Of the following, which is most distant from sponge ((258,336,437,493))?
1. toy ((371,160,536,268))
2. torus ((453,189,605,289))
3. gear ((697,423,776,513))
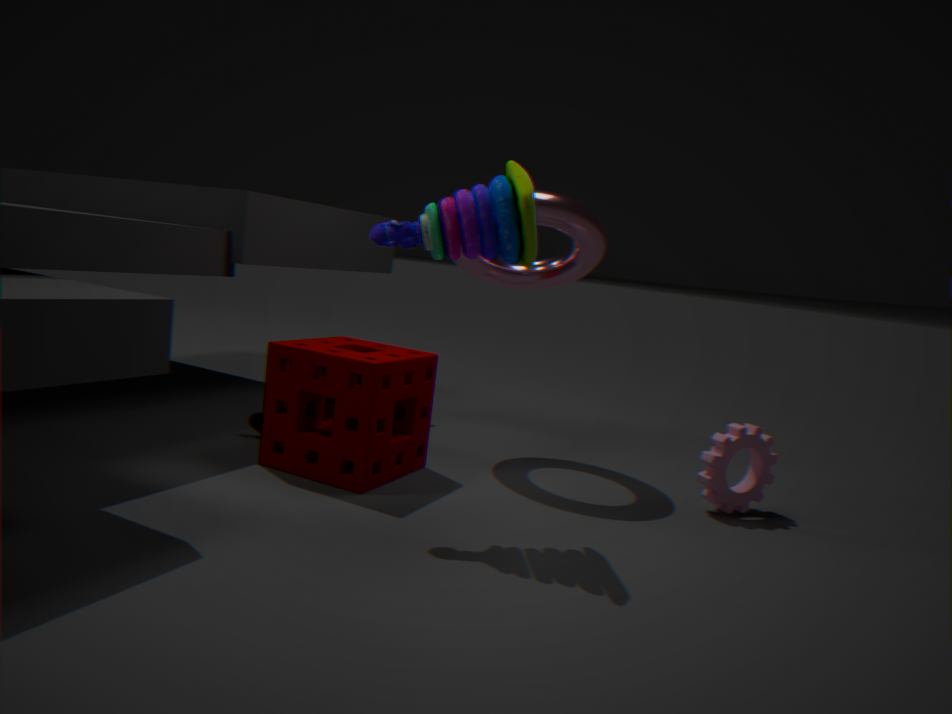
gear ((697,423,776,513))
